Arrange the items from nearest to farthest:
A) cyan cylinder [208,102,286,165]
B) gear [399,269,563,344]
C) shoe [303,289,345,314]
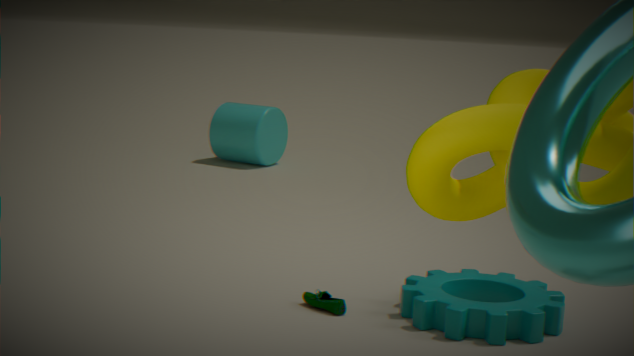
B. gear [399,269,563,344], C. shoe [303,289,345,314], A. cyan cylinder [208,102,286,165]
